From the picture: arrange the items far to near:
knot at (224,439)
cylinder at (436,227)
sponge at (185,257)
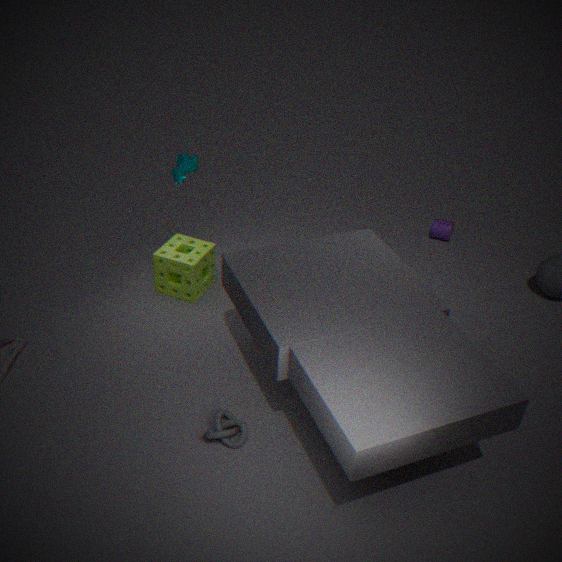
A: cylinder at (436,227)
sponge at (185,257)
knot at (224,439)
